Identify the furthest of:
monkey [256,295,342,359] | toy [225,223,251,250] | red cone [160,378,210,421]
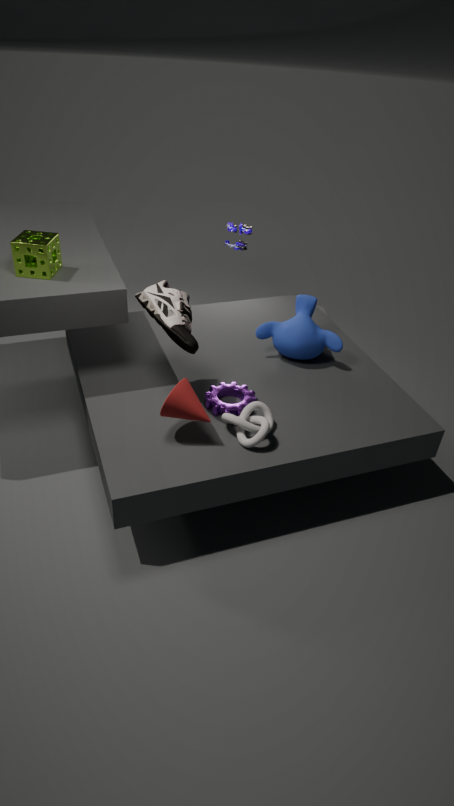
toy [225,223,251,250]
